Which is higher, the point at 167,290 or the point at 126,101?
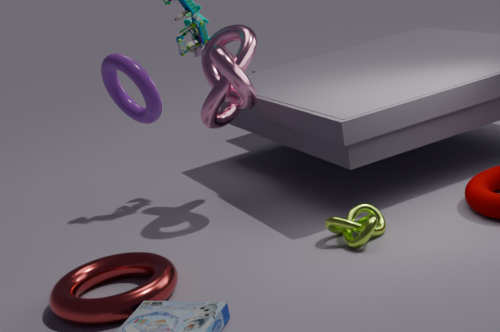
the point at 126,101
